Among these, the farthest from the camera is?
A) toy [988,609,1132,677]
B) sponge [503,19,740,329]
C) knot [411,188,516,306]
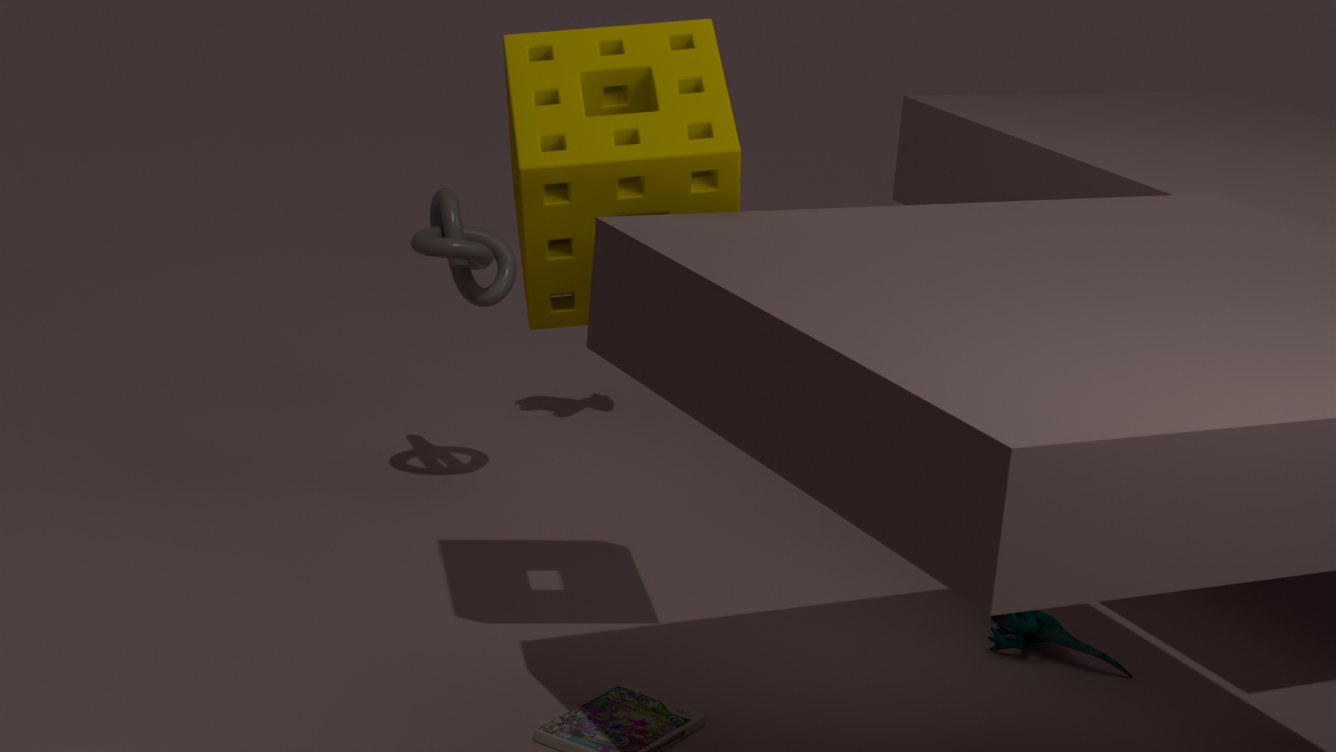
knot [411,188,516,306]
